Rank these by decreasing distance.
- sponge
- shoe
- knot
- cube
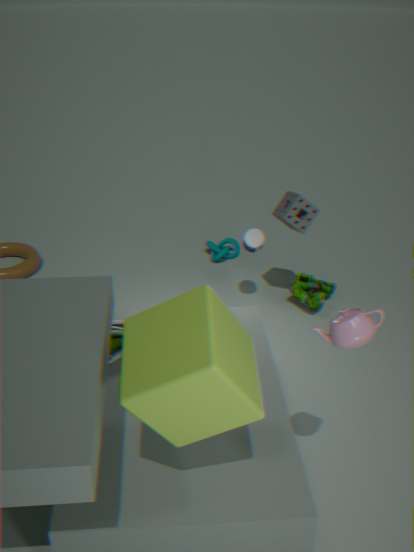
knot, sponge, shoe, cube
